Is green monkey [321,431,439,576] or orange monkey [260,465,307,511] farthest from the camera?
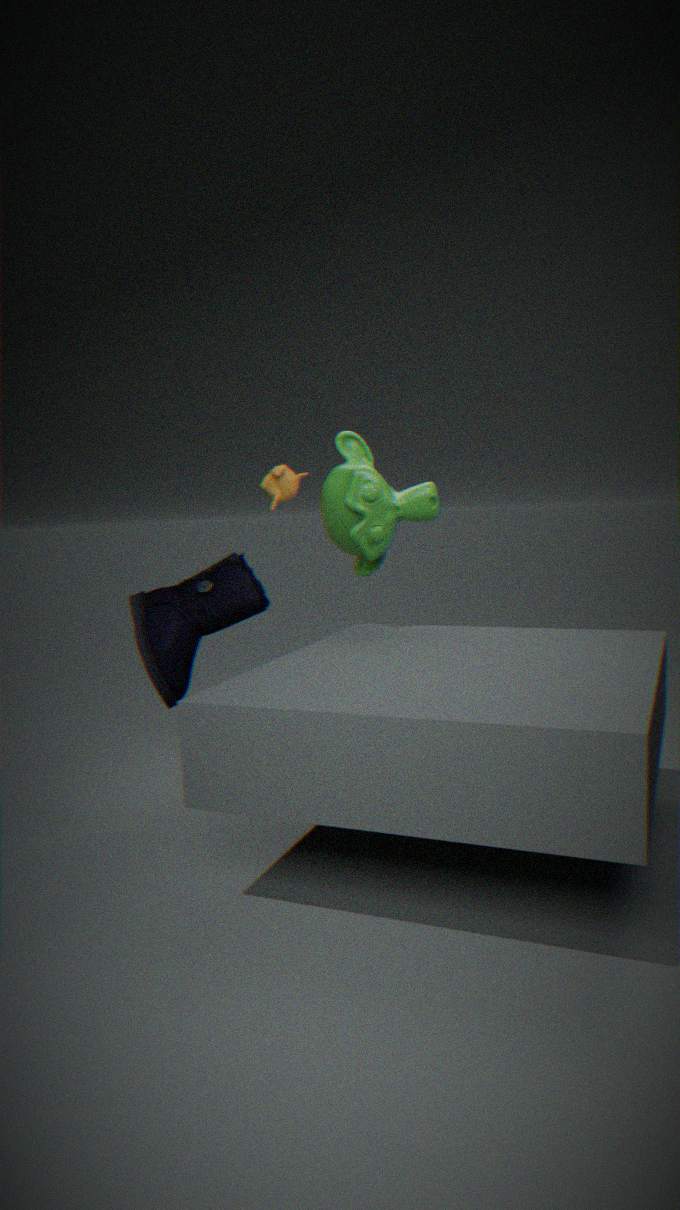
orange monkey [260,465,307,511]
